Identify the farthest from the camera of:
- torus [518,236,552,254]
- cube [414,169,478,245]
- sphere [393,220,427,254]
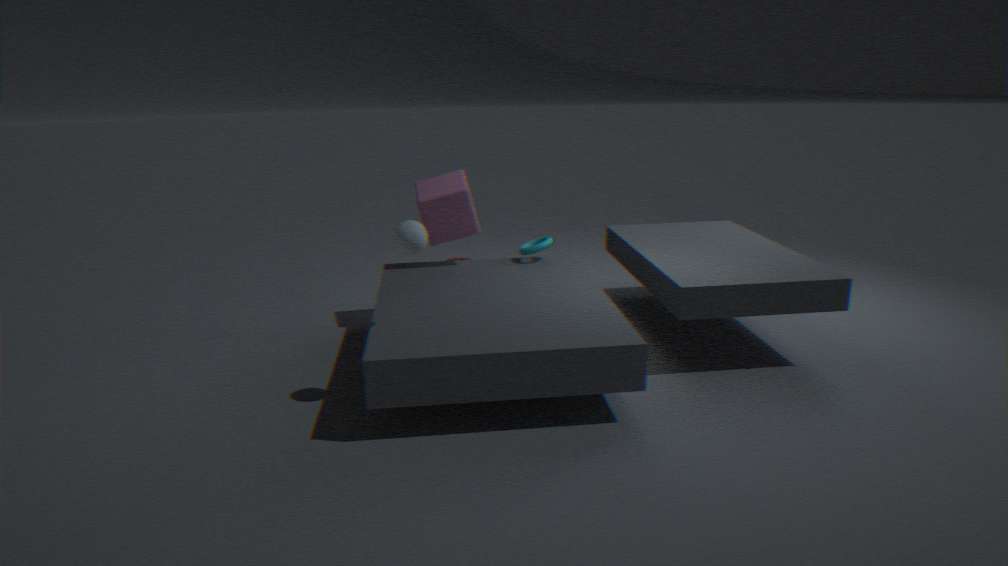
torus [518,236,552,254]
